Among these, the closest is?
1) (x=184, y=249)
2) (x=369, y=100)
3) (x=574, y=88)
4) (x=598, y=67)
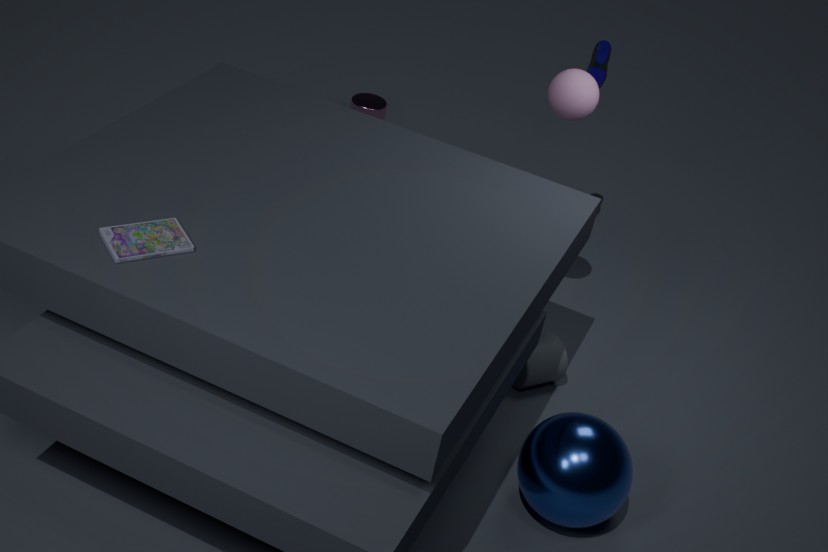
1. (x=184, y=249)
